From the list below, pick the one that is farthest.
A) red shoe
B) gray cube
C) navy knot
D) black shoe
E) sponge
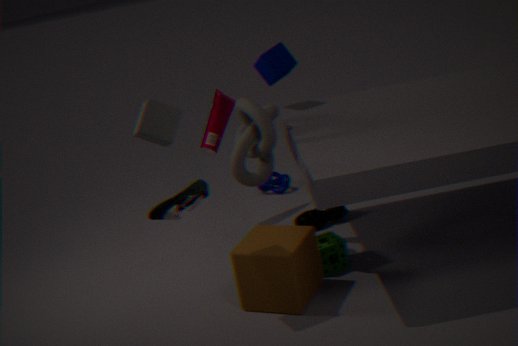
navy knot
